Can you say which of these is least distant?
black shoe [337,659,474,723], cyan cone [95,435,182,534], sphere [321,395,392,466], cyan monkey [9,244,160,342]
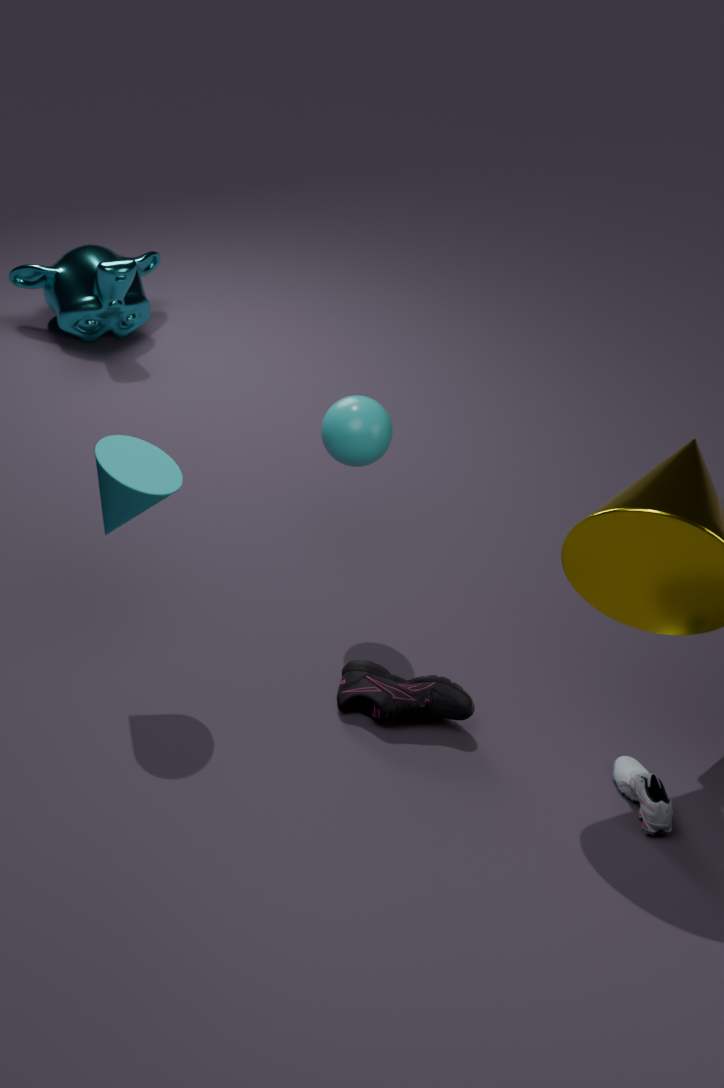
cyan cone [95,435,182,534]
